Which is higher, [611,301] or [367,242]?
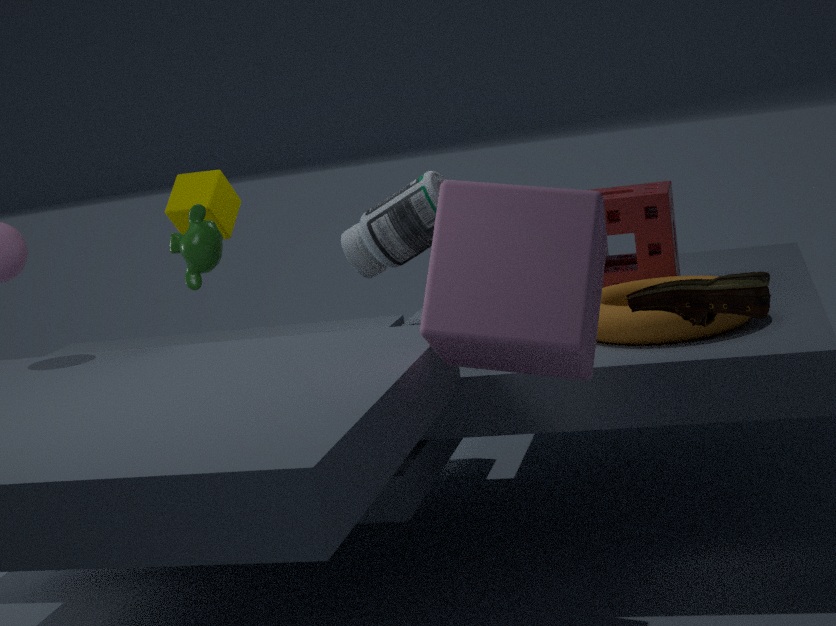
[367,242]
